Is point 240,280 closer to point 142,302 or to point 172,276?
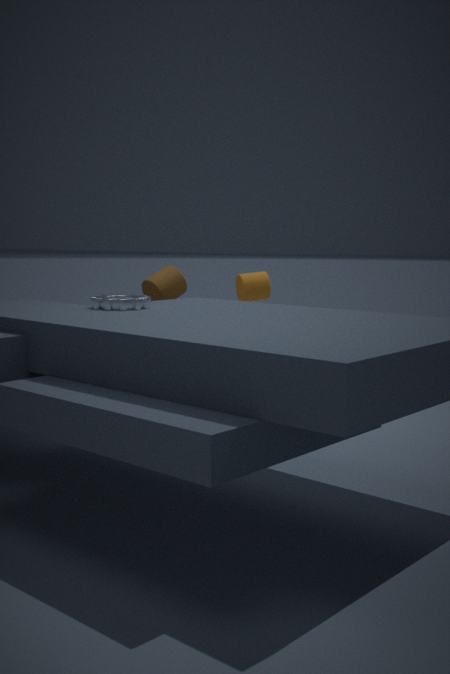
point 172,276
